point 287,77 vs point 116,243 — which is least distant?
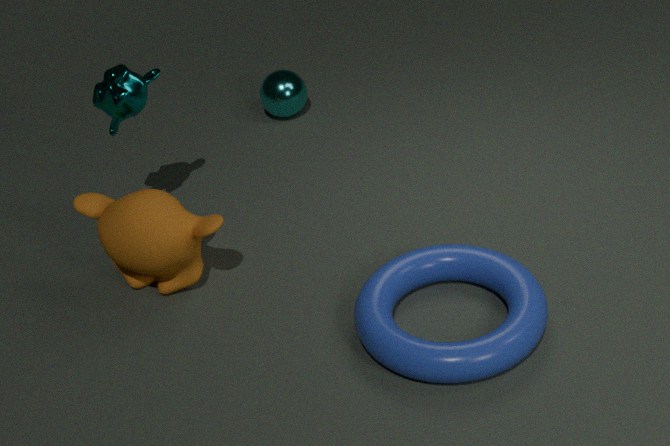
point 116,243
